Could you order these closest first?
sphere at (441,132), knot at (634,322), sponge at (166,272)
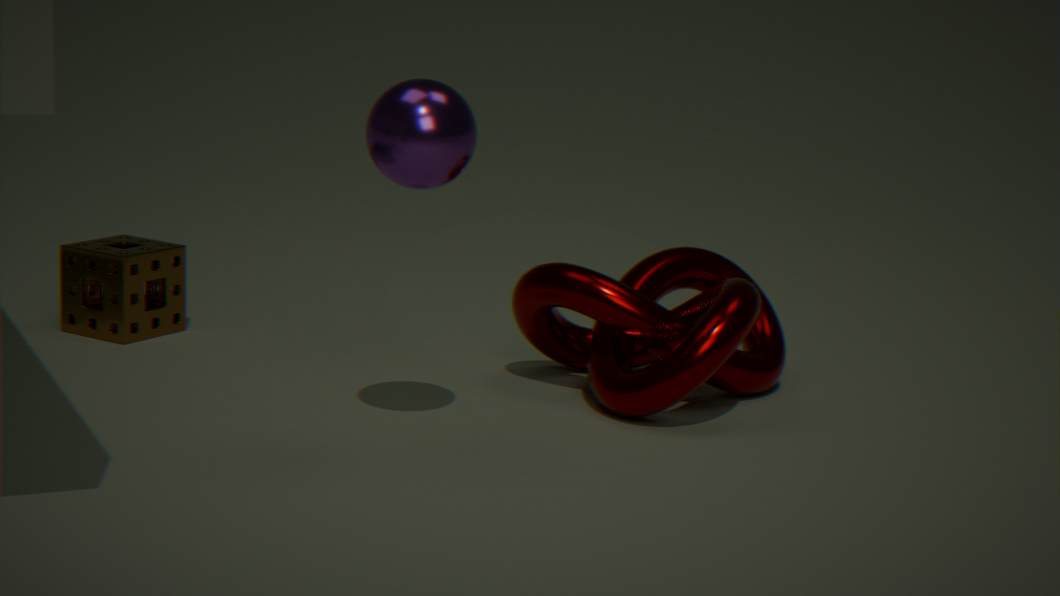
1. sphere at (441,132)
2. knot at (634,322)
3. sponge at (166,272)
